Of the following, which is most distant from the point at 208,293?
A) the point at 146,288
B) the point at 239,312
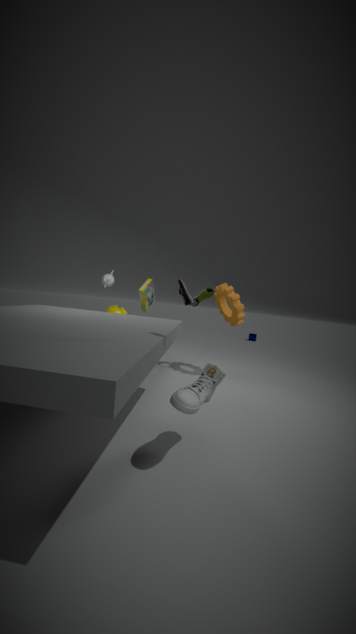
the point at 146,288
